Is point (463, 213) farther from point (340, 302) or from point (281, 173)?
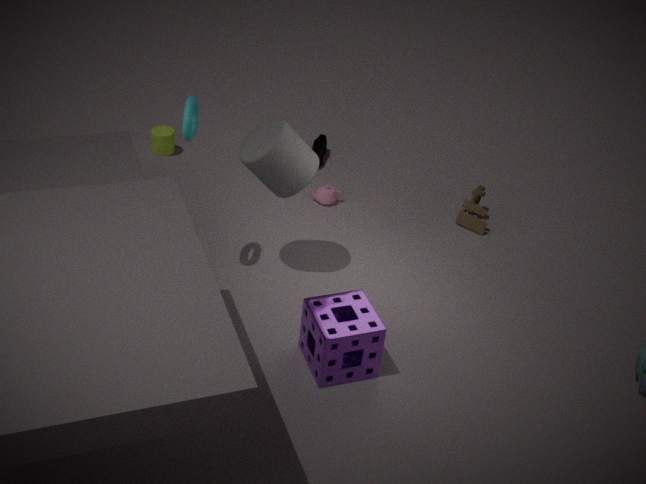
point (340, 302)
